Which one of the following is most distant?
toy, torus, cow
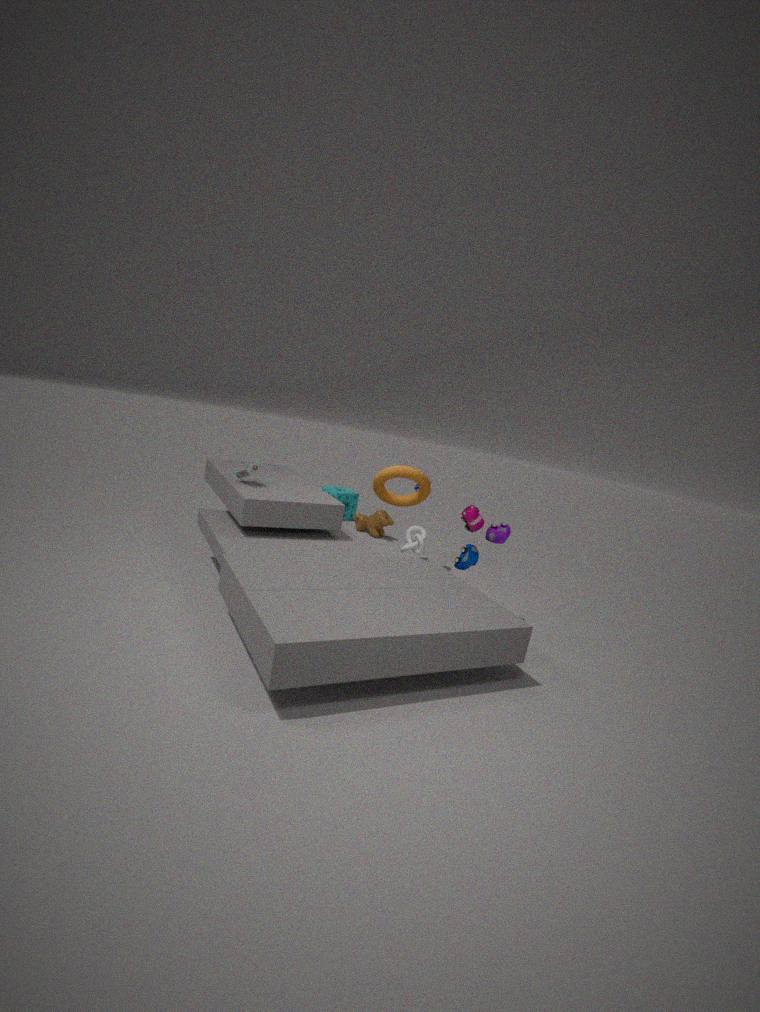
cow
